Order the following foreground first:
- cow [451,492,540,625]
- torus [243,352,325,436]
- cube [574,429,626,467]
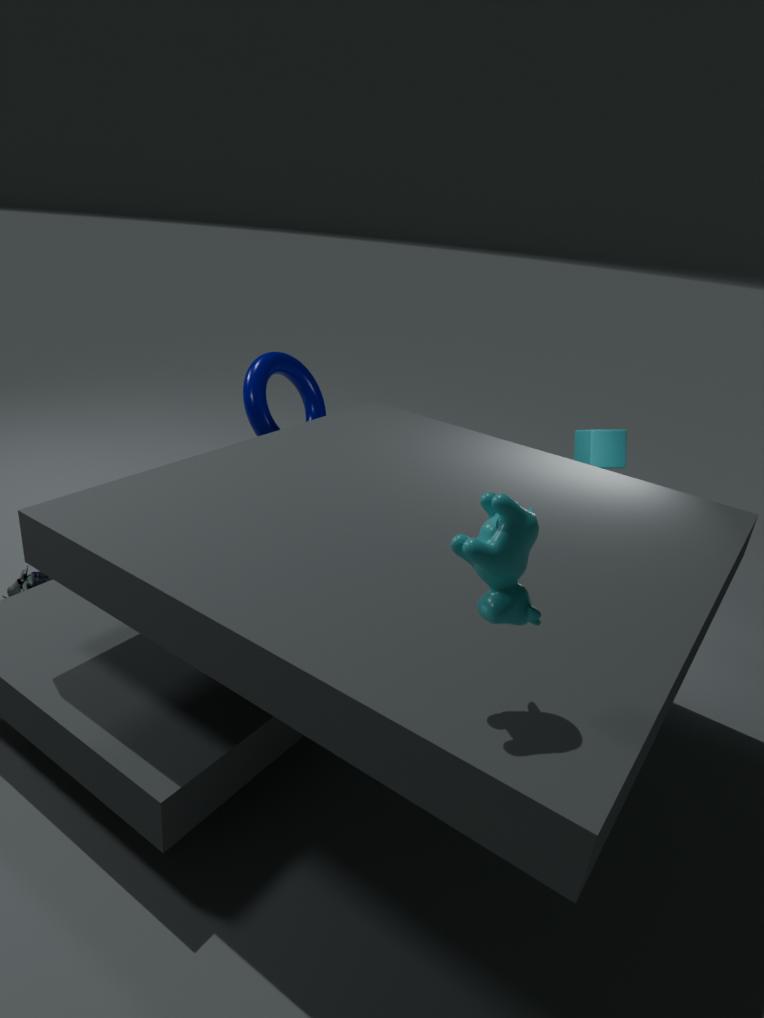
cow [451,492,540,625]
torus [243,352,325,436]
cube [574,429,626,467]
